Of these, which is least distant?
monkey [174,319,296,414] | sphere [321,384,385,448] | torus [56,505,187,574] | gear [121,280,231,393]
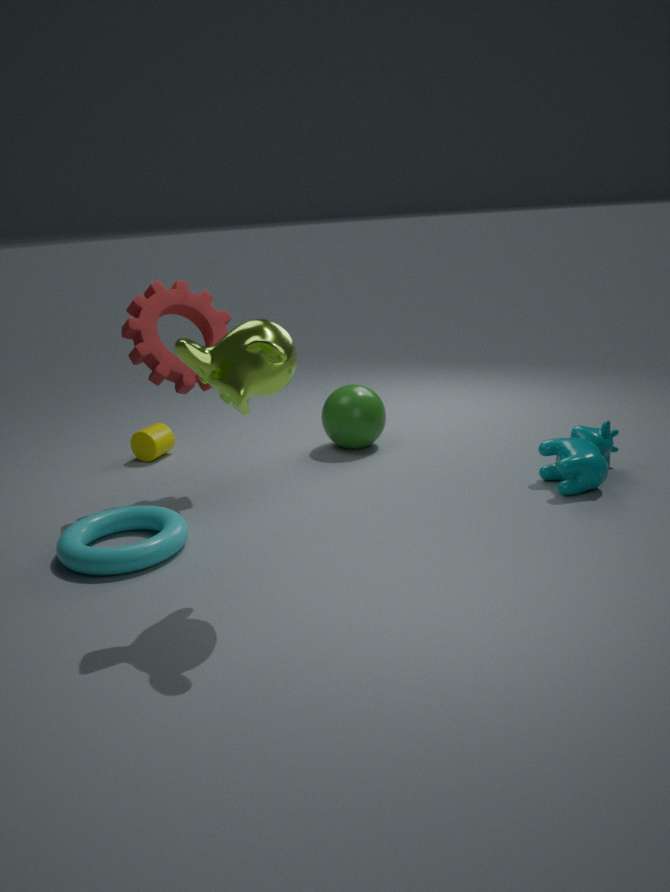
monkey [174,319,296,414]
